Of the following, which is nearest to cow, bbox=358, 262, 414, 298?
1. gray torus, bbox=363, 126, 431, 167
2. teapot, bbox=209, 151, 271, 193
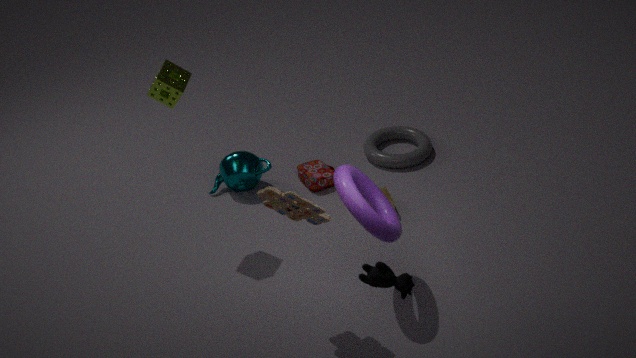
teapot, bbox=209, 151, 271, 193
